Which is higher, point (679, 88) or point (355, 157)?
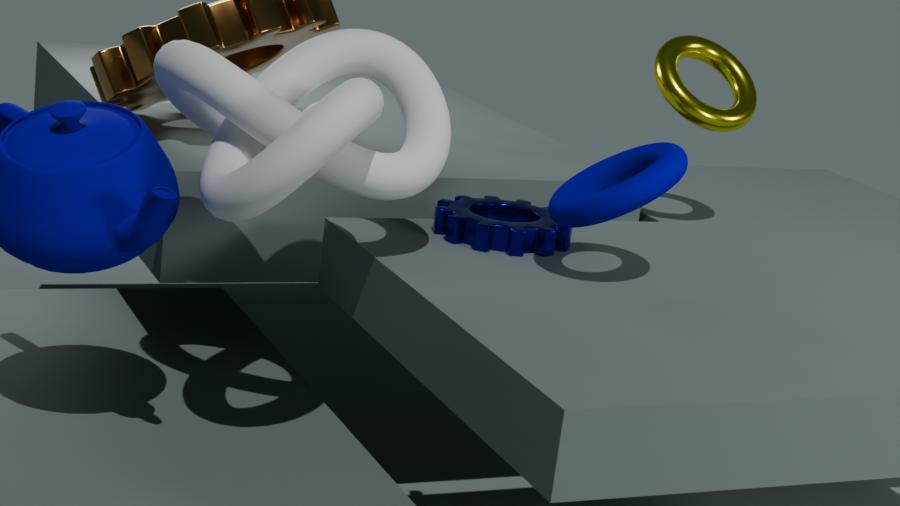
point (679, 88)
